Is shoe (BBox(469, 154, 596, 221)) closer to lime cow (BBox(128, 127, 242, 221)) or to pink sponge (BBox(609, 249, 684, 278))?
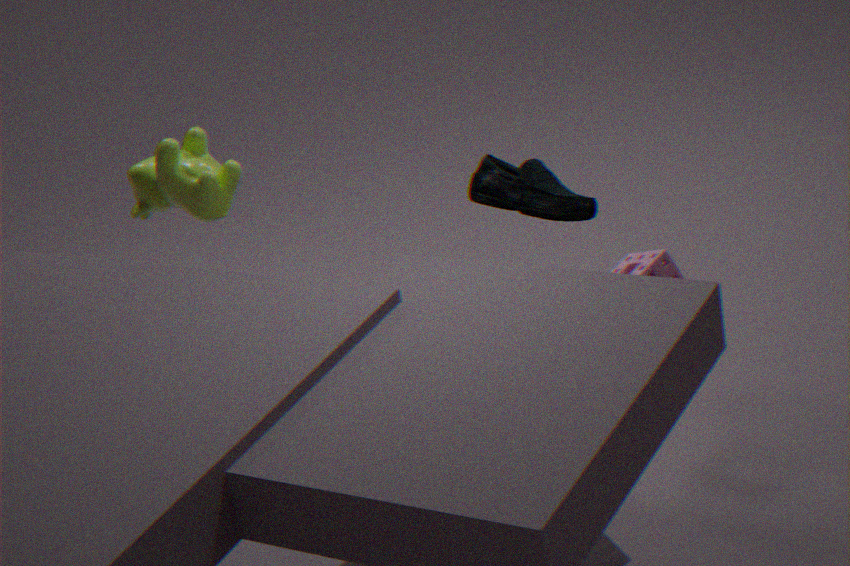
pink sponge (BBox(609, 249, 684, 278))
